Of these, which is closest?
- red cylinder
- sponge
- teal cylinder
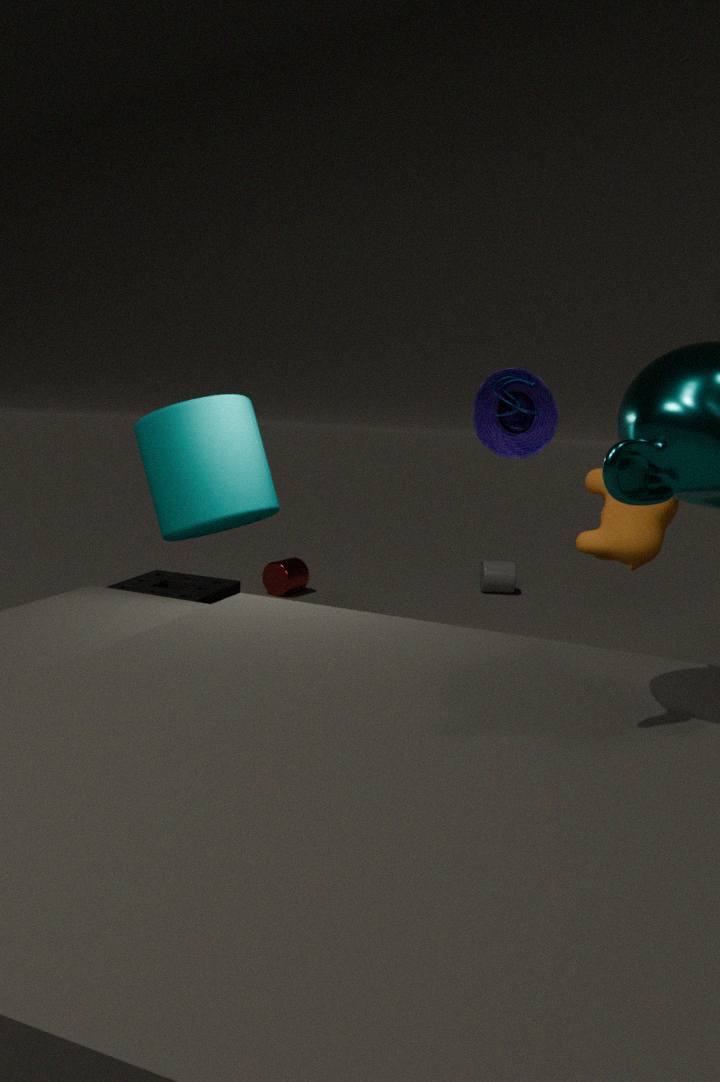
teal cylinder
